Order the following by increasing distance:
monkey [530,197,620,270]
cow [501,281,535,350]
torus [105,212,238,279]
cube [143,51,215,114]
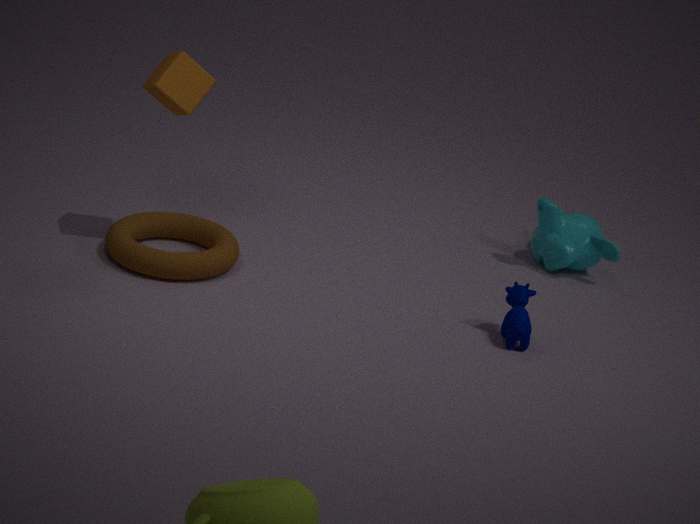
cow [501,281,535,350]
cube [143,51,215,114]
torus [105,212,238,279]
monkey [530,197,620,270]
